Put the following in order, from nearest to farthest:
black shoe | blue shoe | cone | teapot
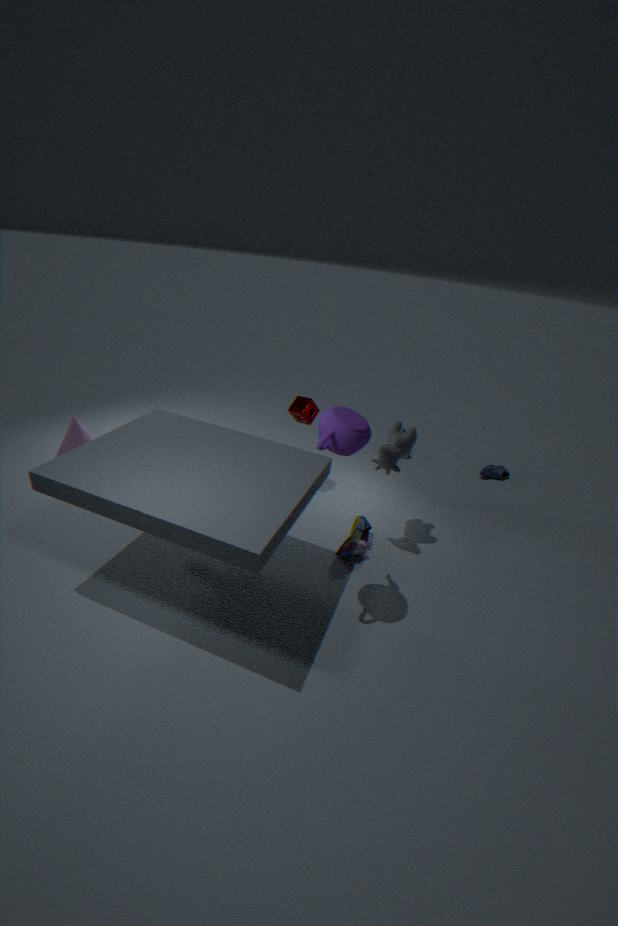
1. teapot
2. black shoe
3. cone
4. blue shoe
